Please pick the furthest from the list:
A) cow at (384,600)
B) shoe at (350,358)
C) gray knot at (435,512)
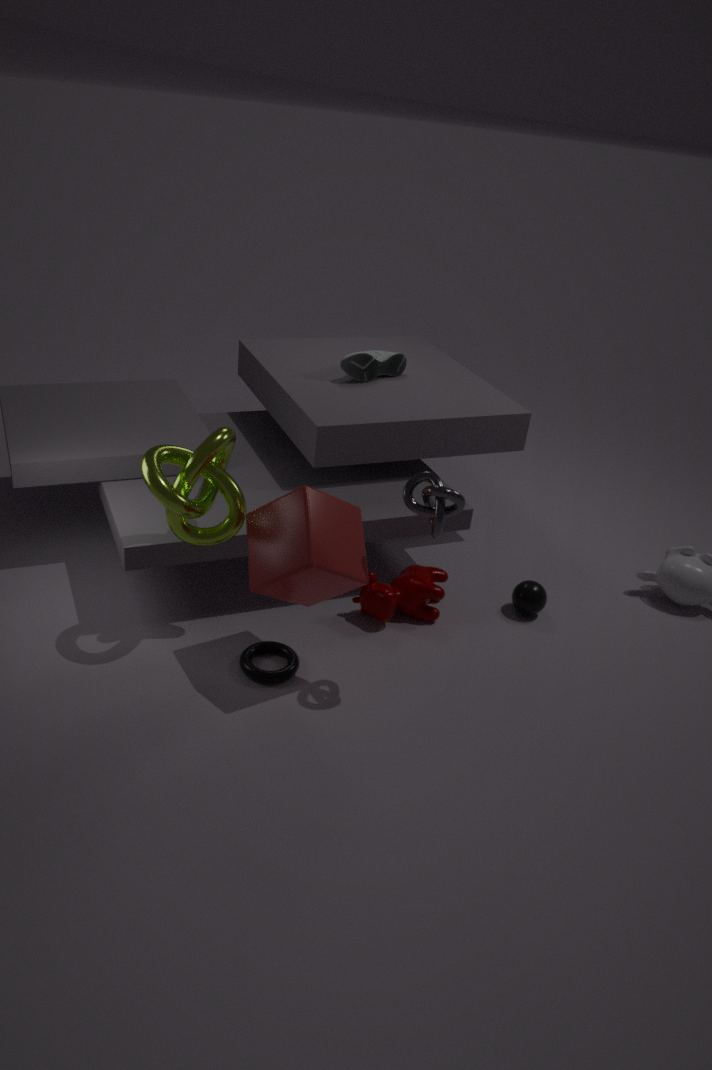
shoe at (350,358)
